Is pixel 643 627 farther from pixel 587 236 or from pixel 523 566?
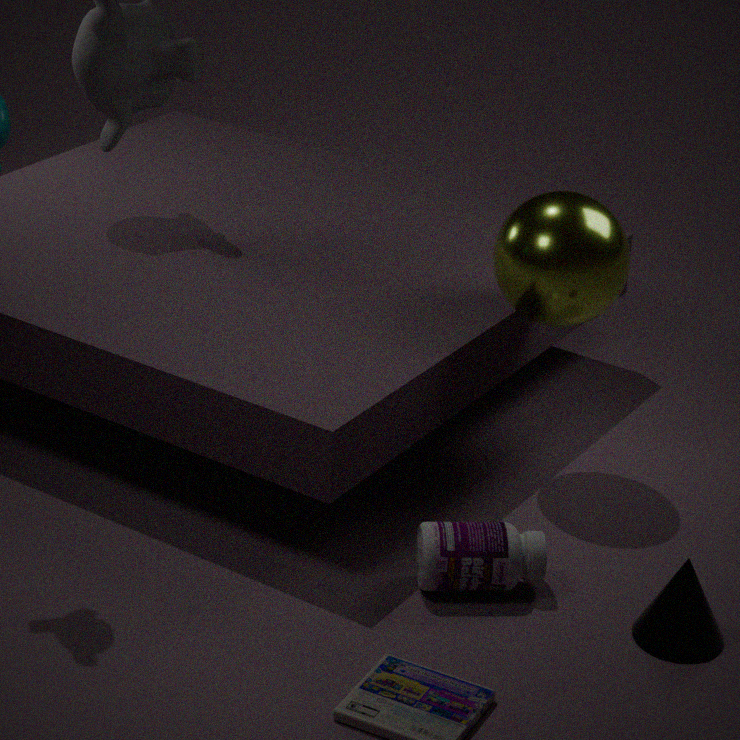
pixel 587 236
